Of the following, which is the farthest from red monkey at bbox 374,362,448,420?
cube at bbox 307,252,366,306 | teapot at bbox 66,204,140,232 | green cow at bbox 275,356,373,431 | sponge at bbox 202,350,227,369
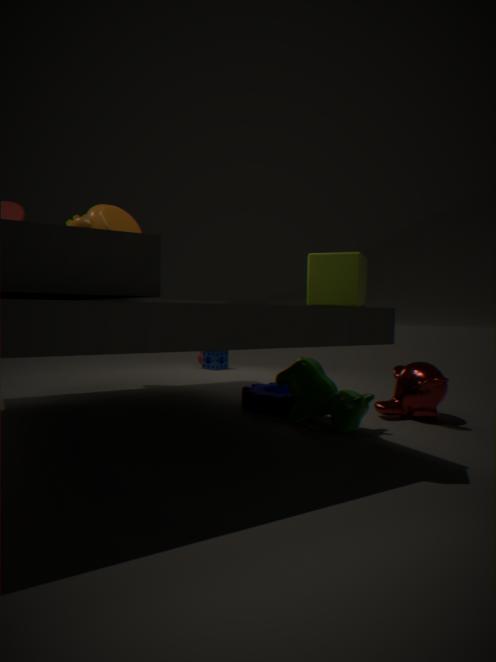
sponge at bbox 202,350,227,369
